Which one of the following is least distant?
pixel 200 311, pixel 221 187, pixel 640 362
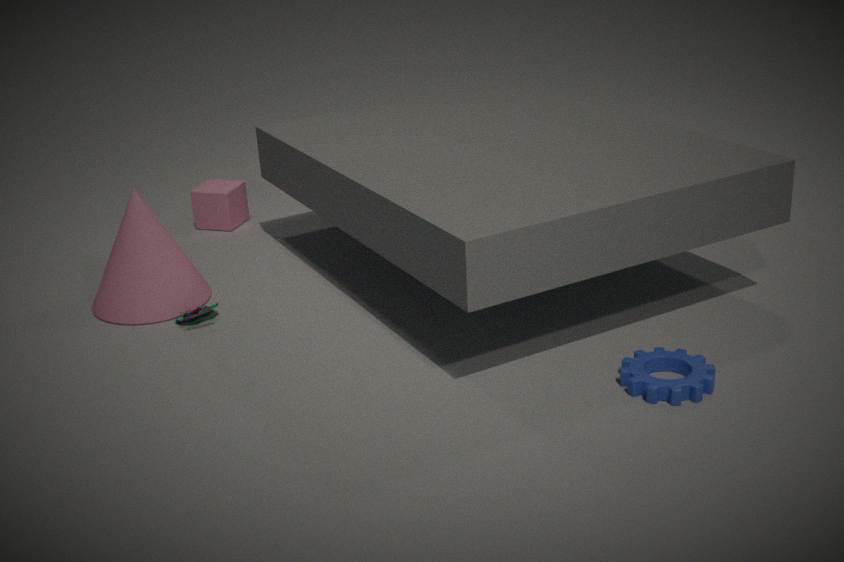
pixel 640 362
